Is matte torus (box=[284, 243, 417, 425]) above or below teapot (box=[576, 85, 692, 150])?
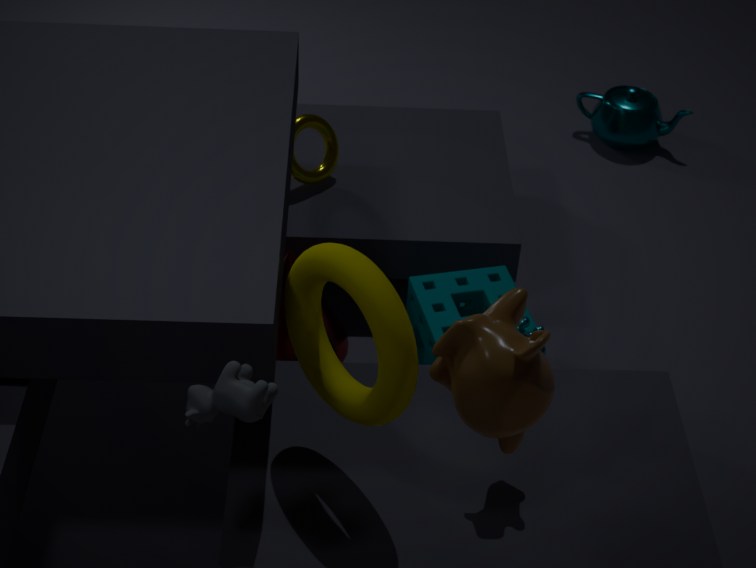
above
